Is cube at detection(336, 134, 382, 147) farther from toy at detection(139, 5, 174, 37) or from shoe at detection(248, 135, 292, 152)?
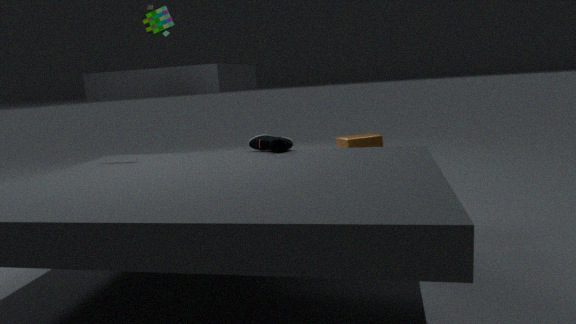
toy at detection(139, 5, 174, 37)
